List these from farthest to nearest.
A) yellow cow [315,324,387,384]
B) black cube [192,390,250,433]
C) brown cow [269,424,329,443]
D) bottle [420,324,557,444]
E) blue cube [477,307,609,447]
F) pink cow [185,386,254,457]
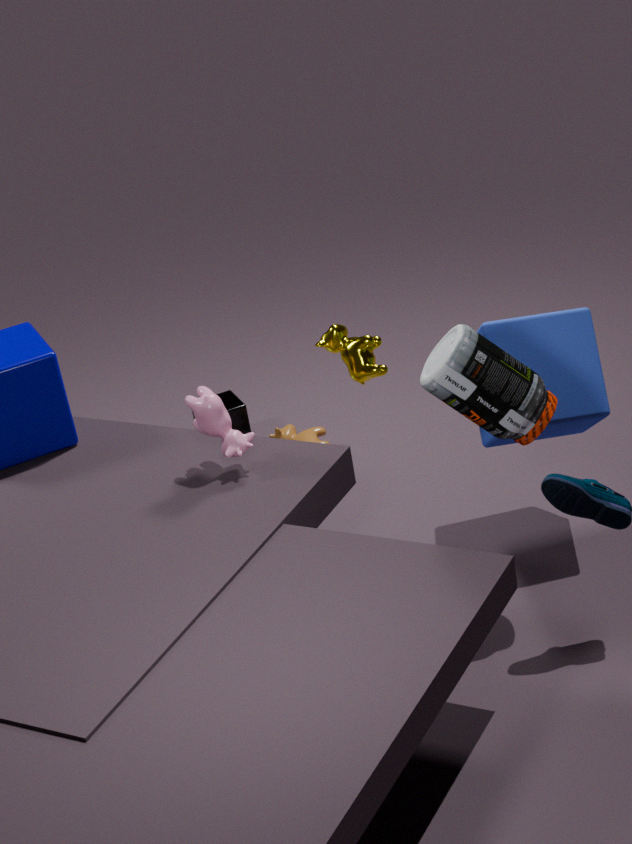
black cube [192,390,250,433] → brown cow [269,424,329,443] → yellow cow [315,324,387,384] → pink cow [185,386,254,457] → blue cube [477,307,609,447] → bottle [420,324,557,444]
